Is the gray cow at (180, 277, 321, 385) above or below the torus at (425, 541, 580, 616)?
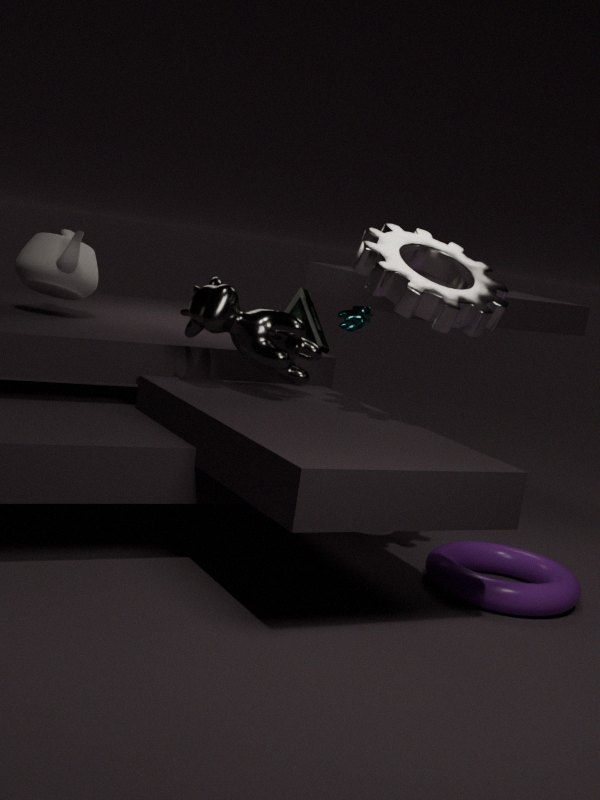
above
